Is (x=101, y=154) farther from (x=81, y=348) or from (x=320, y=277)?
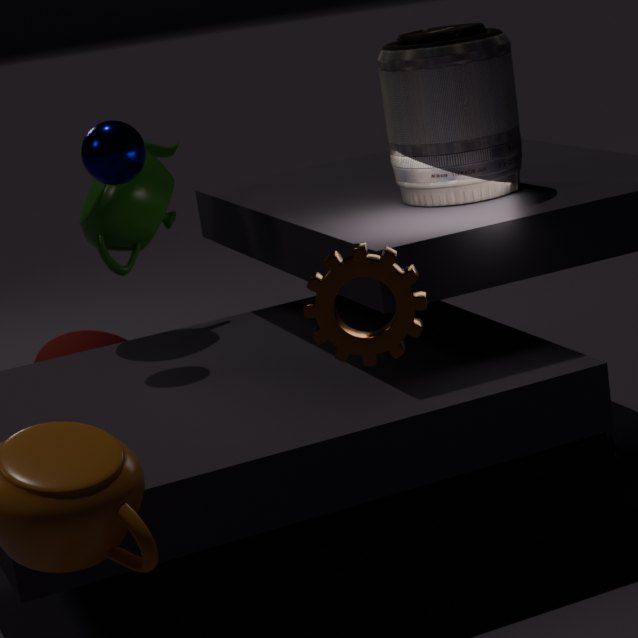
(x=81, y=348)
